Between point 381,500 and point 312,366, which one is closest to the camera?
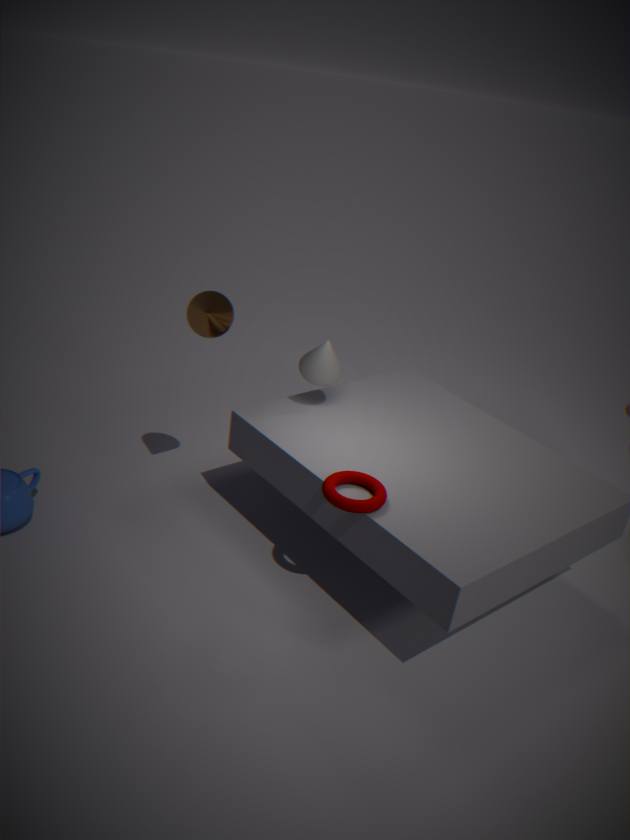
point 381,500
